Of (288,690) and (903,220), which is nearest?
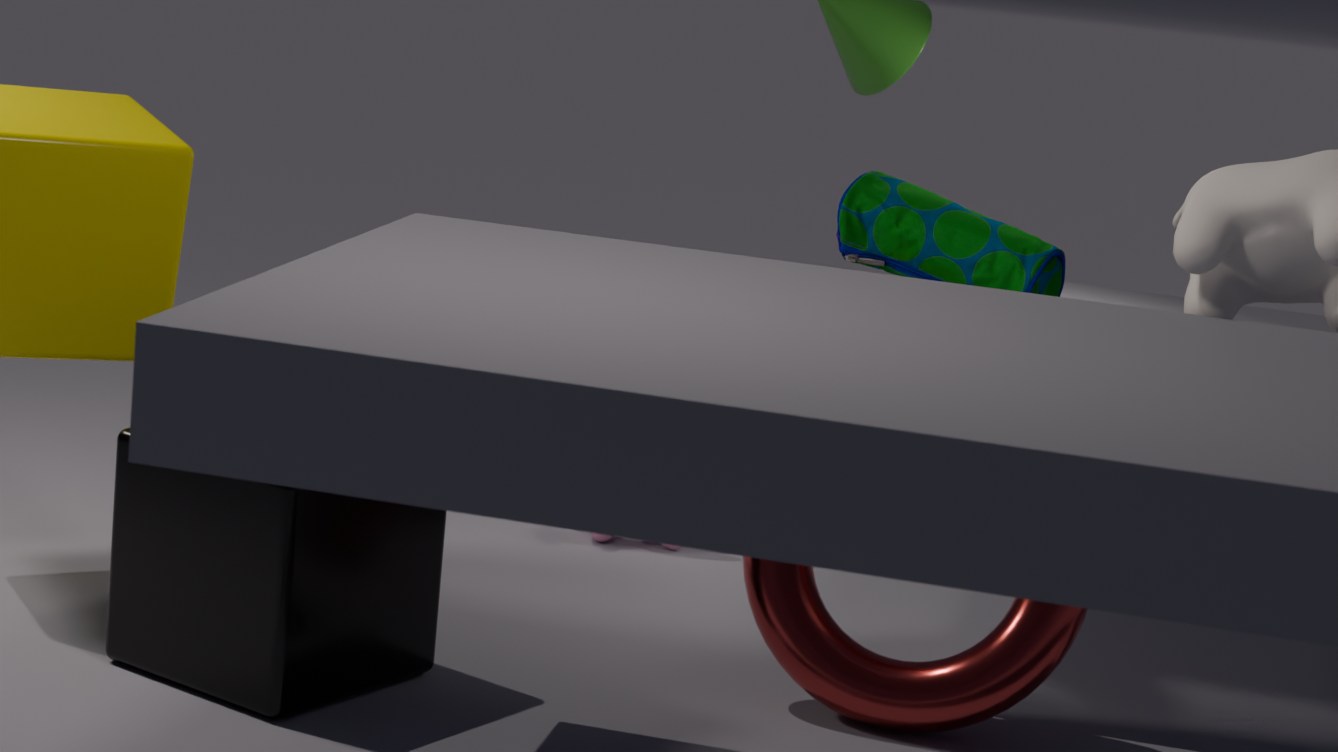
(288,690)
